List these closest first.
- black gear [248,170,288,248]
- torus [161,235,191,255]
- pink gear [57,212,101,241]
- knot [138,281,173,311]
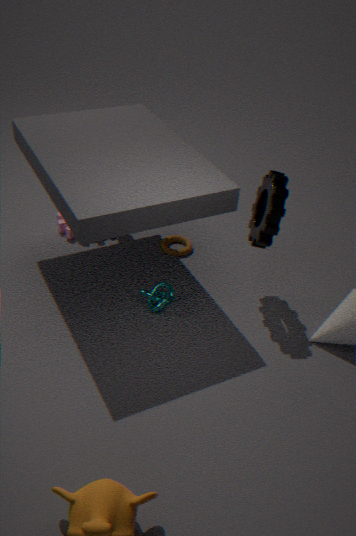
1. black gear [248,170,288,248]
2. knot [138,281,173,311]
3. torus [161,235,191,255]
4. pink gear [57,212,101,241]
